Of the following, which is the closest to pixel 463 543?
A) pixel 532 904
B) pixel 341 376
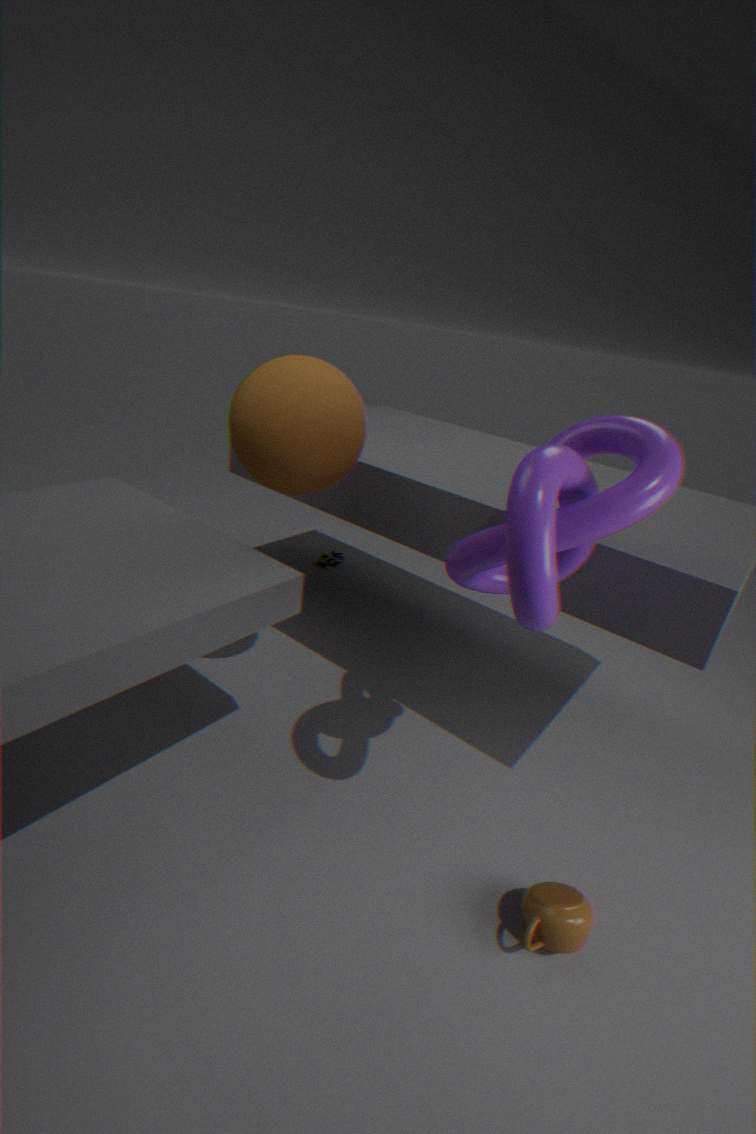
pixel 341 376
